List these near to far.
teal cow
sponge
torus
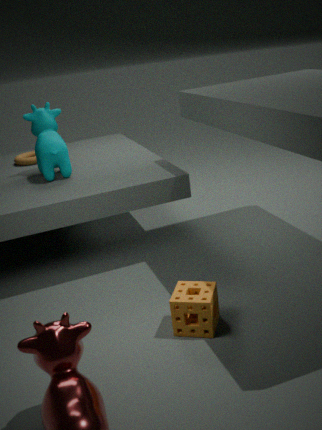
1. sponge
2. teal cow
3. torus
